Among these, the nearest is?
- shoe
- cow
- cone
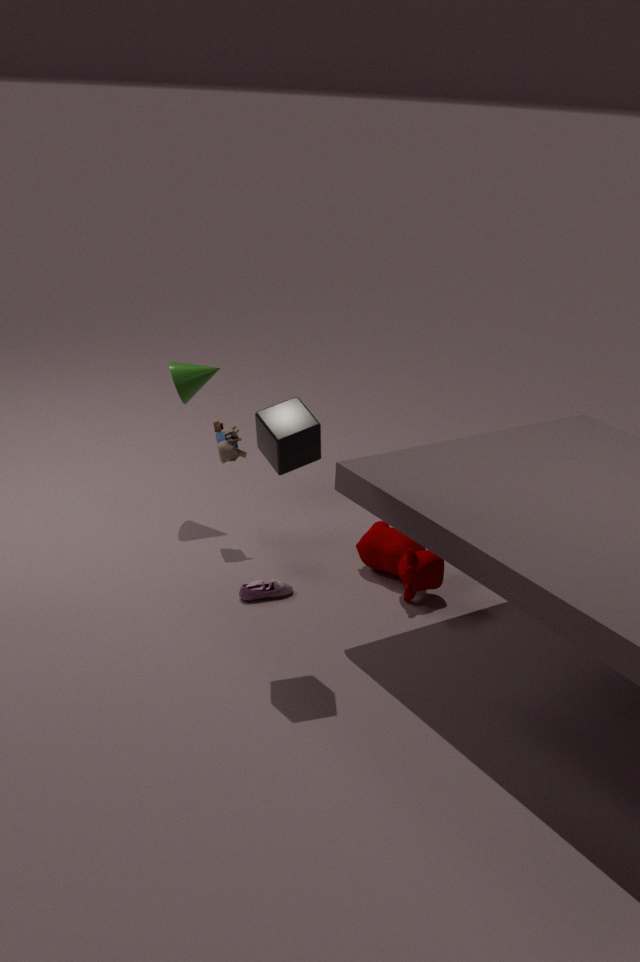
shoe
